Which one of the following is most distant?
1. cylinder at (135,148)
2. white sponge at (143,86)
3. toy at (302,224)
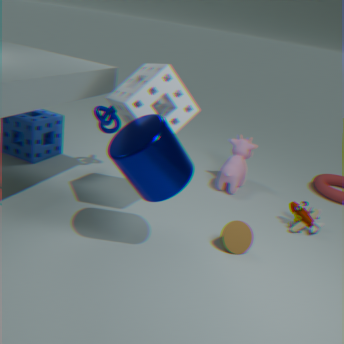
toy at (302,224)
